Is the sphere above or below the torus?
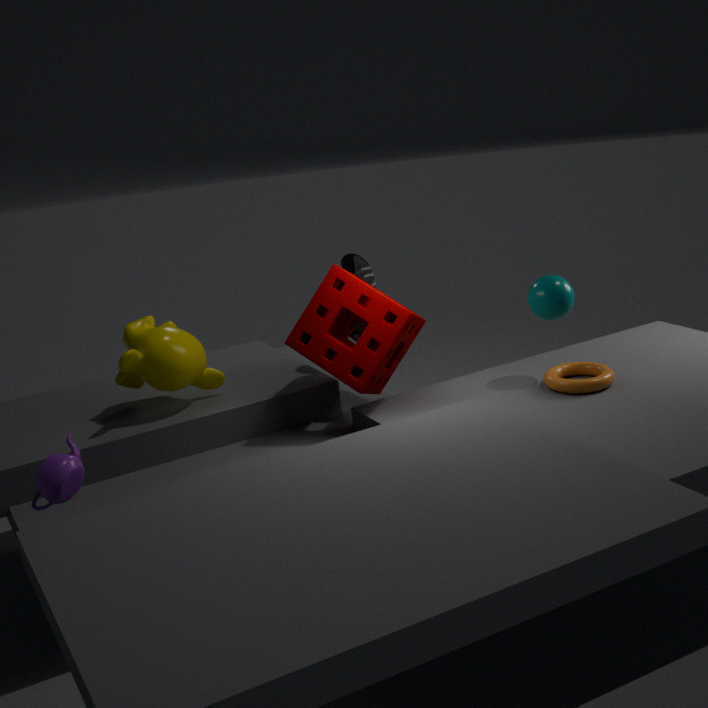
above
